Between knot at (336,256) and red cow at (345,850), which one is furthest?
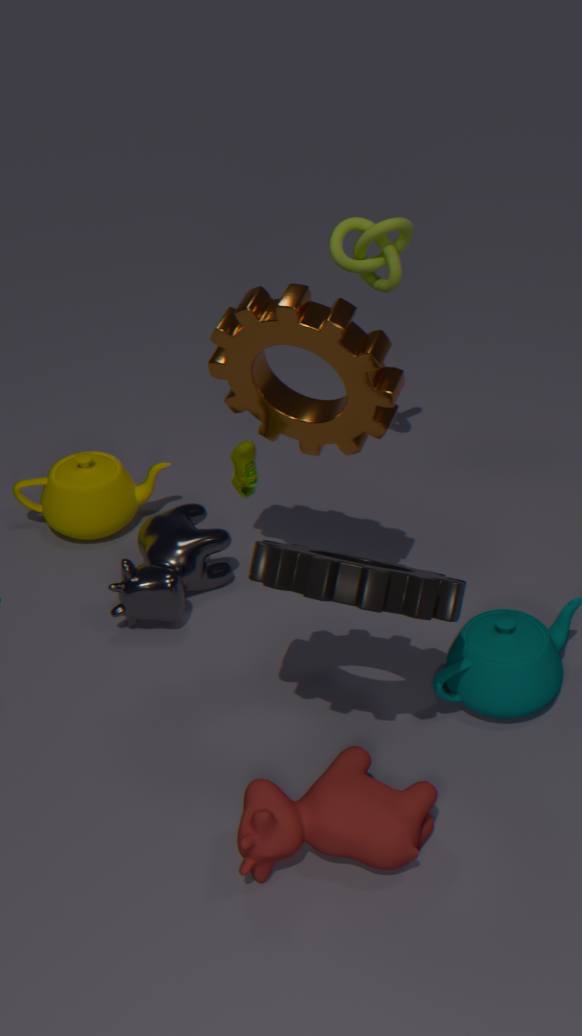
knot at (336,256)
